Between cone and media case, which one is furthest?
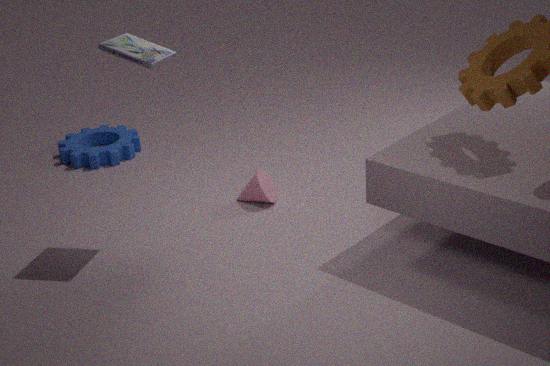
cone
